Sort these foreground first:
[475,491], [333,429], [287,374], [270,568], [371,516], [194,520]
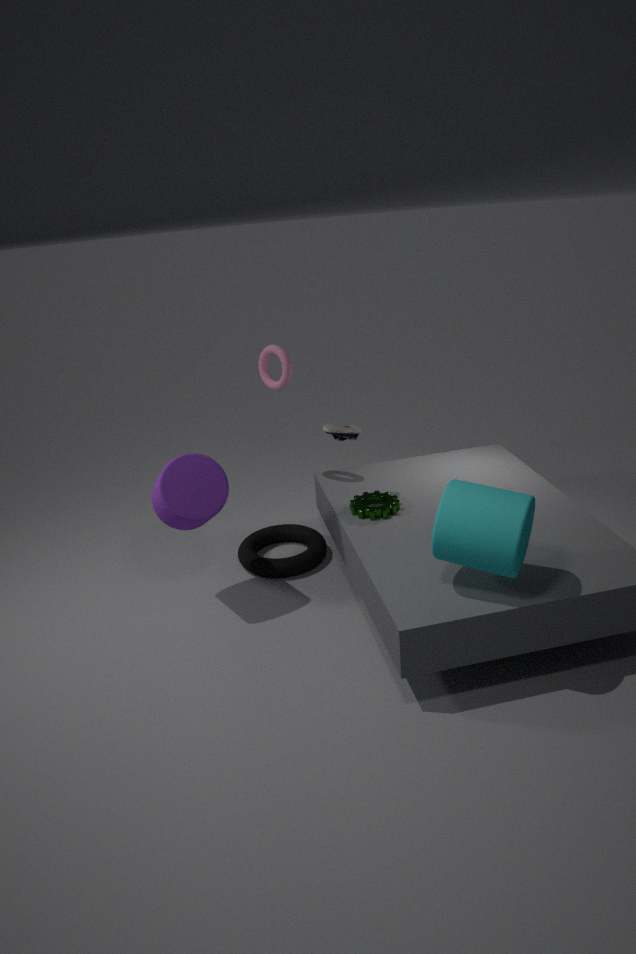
[475,491], [194,520], [371,516], [333,429], [270,568], [287,374]
